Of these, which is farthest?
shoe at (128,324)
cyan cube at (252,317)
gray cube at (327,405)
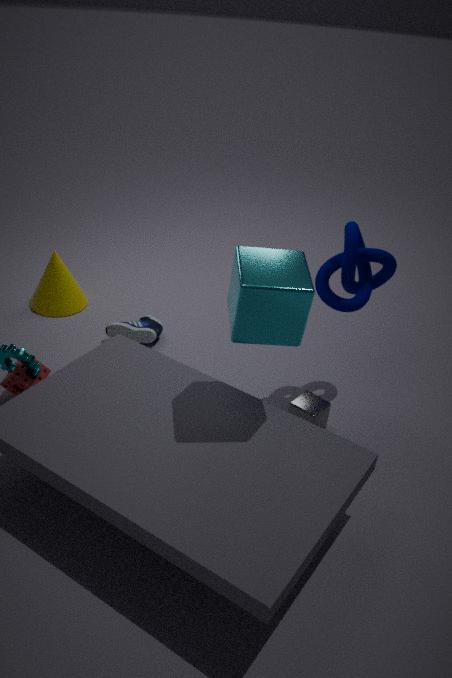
shoe at (128,324)
